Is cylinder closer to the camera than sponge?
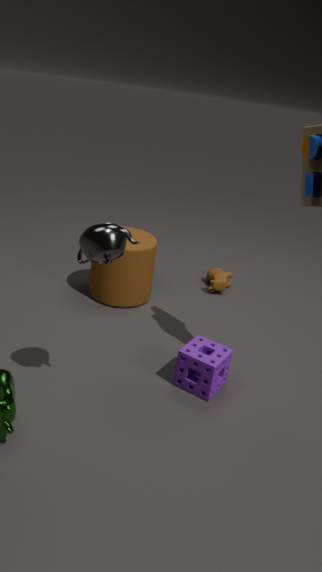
No
